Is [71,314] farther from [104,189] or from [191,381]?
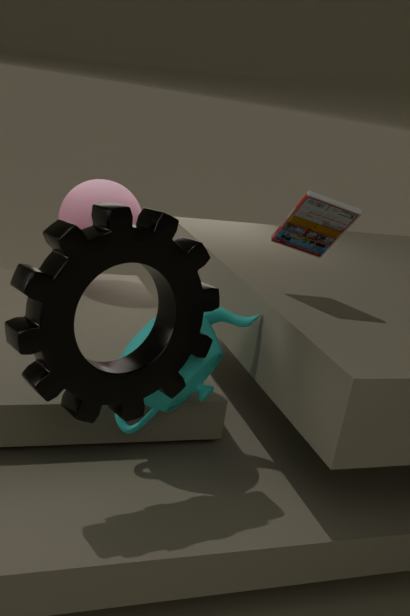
[104,189]
